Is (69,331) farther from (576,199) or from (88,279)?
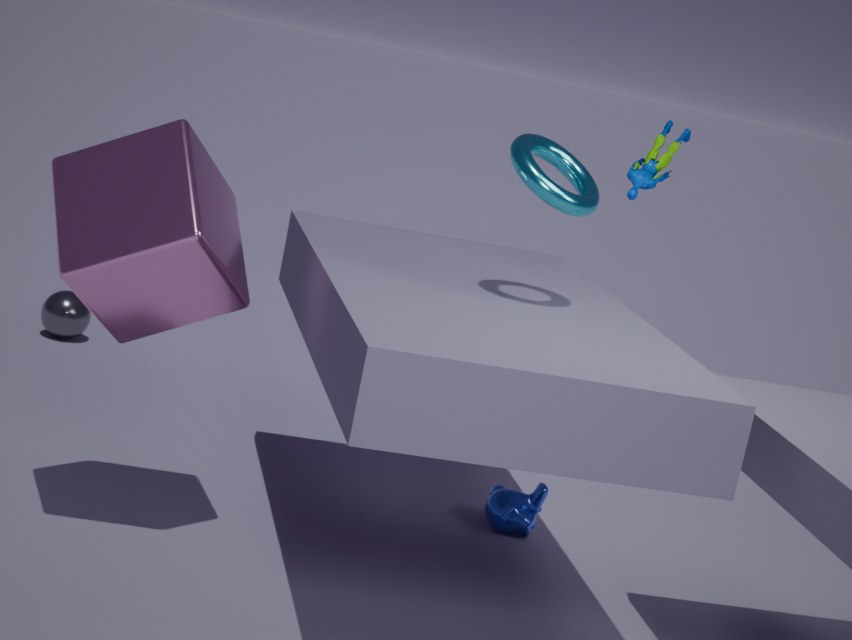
(576,199)
